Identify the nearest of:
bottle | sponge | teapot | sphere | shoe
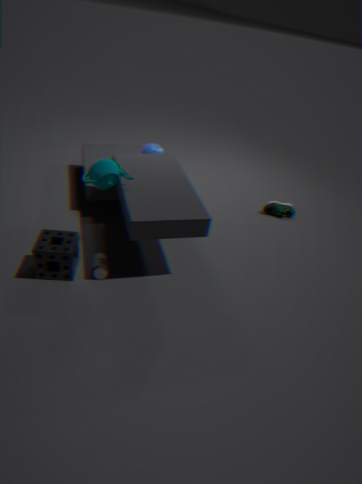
sponge
